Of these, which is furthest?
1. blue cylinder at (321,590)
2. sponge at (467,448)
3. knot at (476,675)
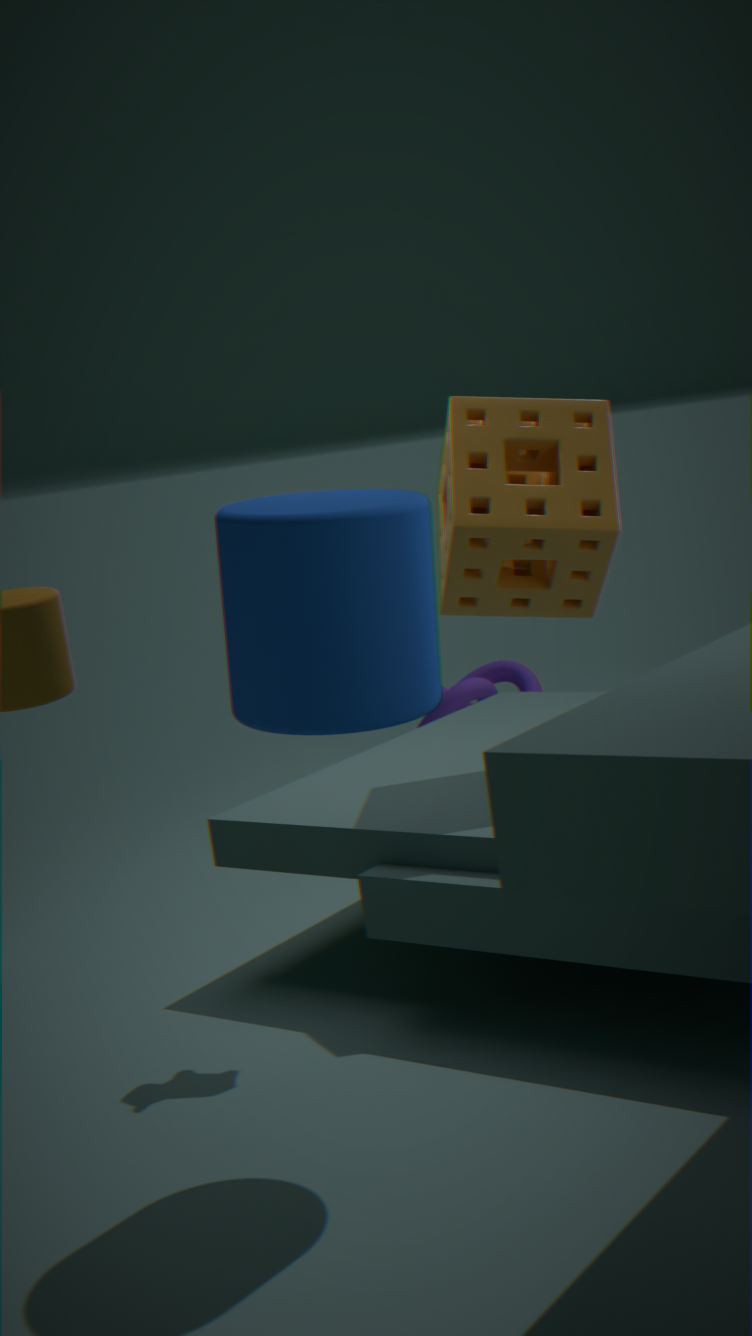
knot at (476,675)
